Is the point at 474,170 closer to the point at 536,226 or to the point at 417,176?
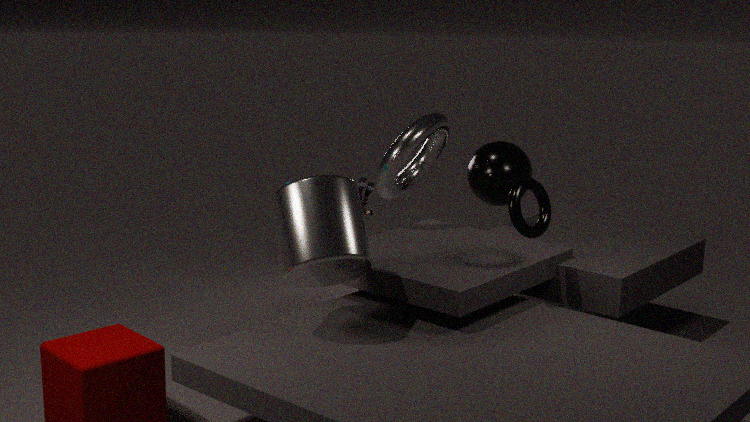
the point at 417,176
